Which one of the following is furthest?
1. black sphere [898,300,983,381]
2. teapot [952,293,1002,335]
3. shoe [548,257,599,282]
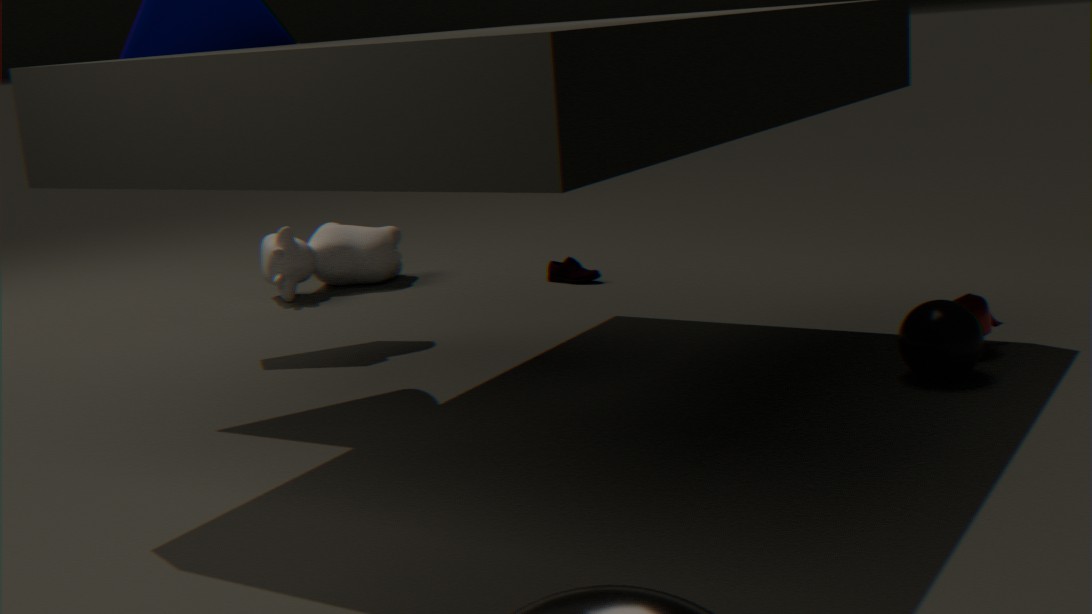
shoe [548,257,599,282]
